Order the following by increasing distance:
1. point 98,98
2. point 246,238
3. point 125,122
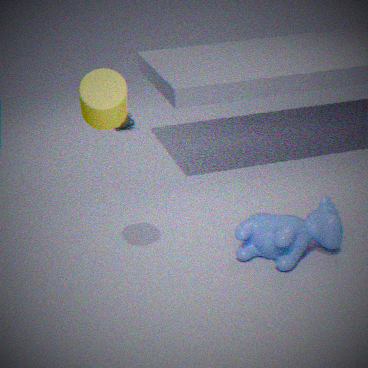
point 98,98
point 246,238
point 125,122
